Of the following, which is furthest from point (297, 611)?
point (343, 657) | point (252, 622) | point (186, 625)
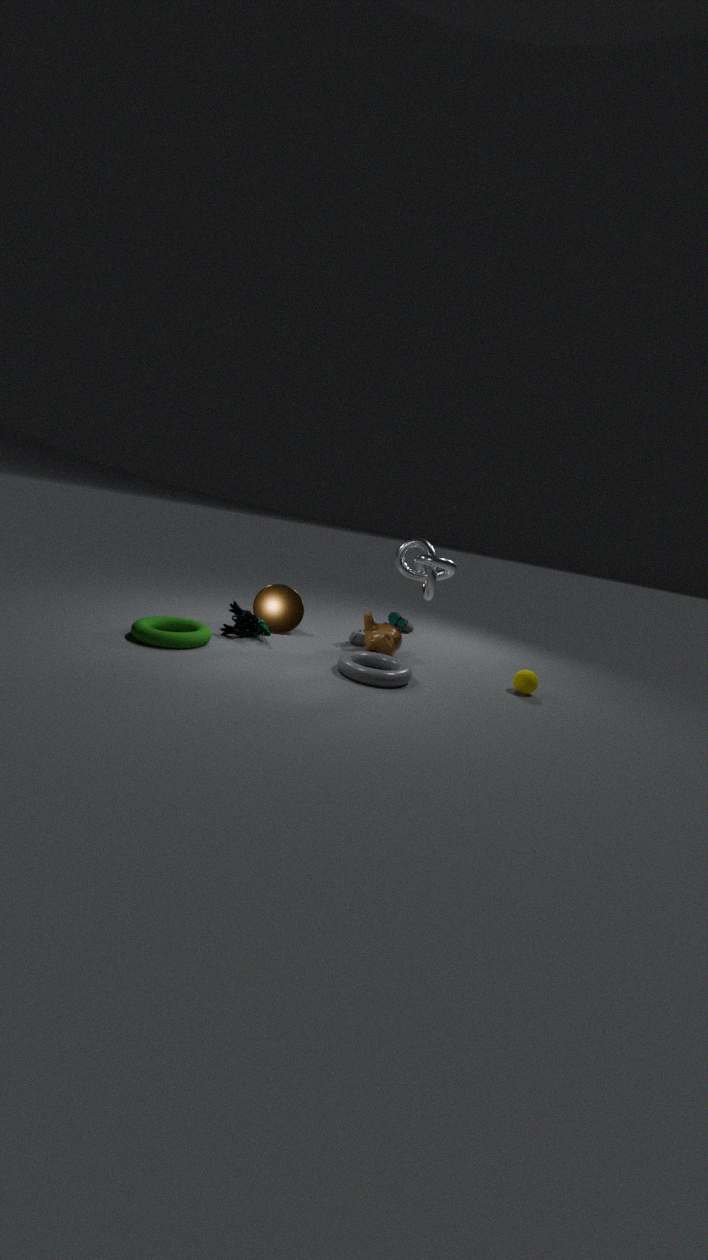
point (343, 657)
